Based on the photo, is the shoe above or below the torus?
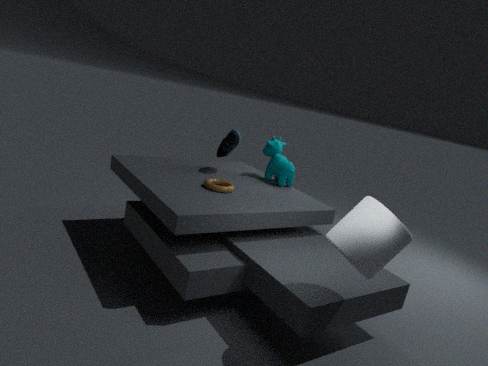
above
